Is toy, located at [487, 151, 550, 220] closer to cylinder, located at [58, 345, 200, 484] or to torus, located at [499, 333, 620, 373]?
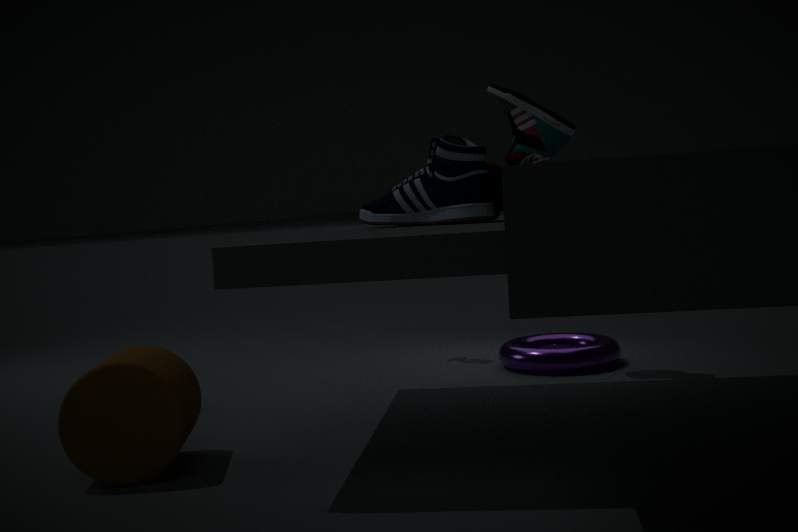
torus, located at [499, 333, 620, 373]
